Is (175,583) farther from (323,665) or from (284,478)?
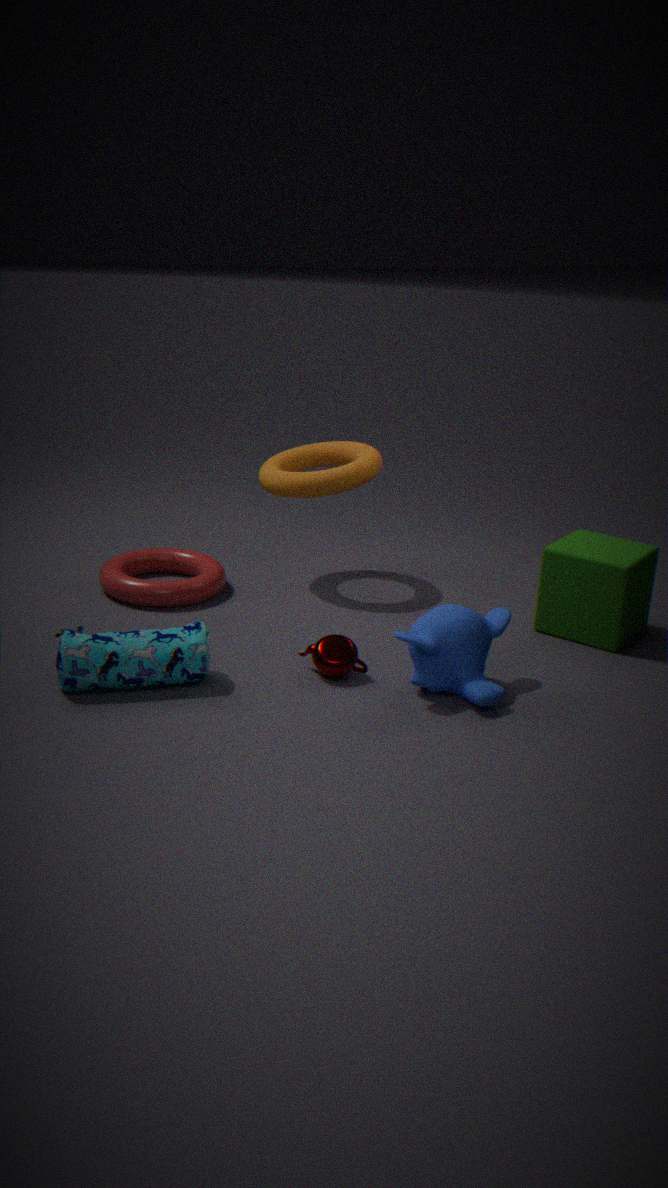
(323,665)
